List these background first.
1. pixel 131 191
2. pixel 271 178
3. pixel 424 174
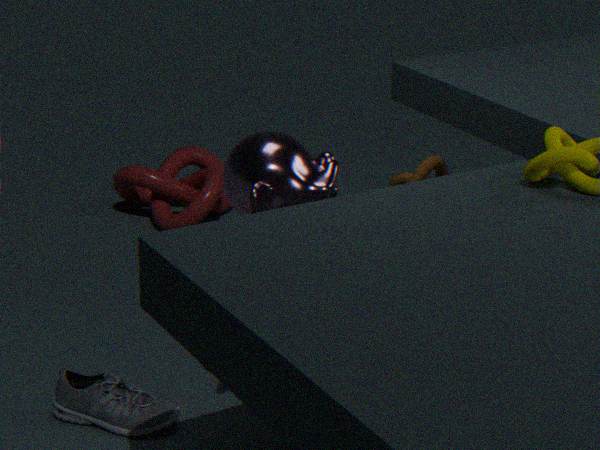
pixel 131 191, pixel 424 174, pixel 271 178
